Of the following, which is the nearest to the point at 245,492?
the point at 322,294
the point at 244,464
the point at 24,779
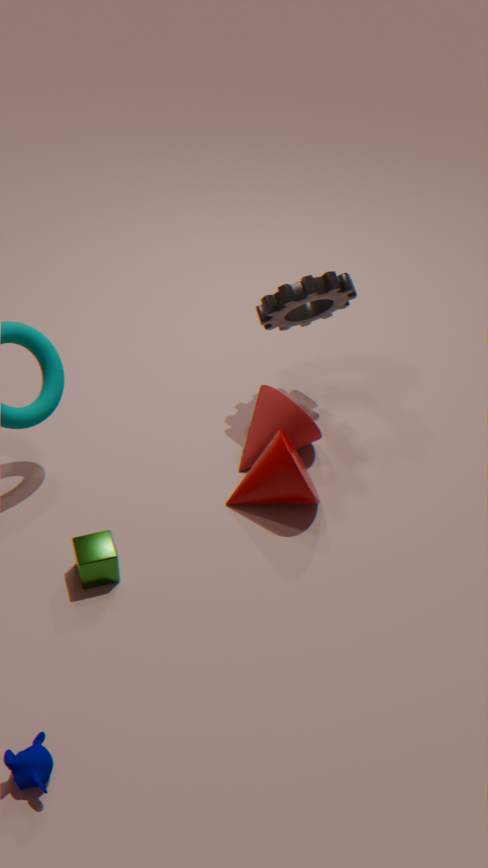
the point at 244,464
